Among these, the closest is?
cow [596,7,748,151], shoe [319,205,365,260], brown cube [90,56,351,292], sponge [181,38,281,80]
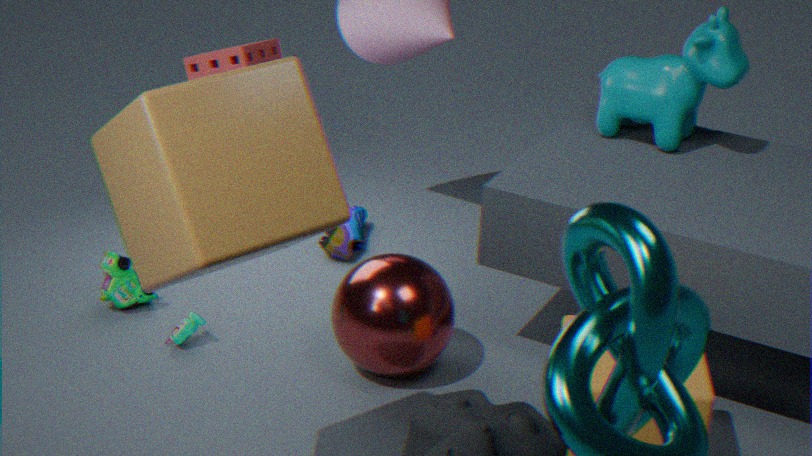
brown cube [90,56,351,292]
